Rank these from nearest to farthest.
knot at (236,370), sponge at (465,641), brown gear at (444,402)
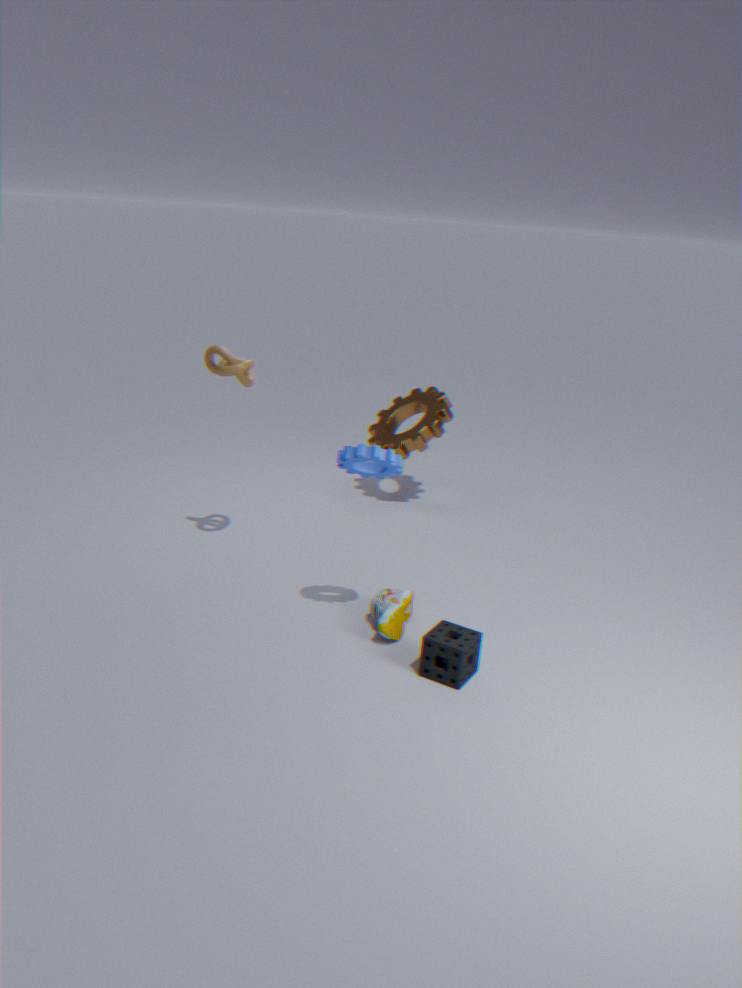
sponge at (465,641) < knot at (236,370) < brown gear at (444,402)
